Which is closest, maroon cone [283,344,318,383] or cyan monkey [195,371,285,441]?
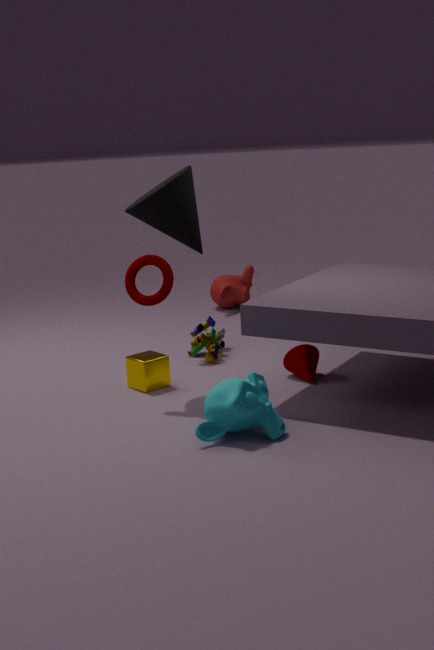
cyan monkey [195,371,285,441]
